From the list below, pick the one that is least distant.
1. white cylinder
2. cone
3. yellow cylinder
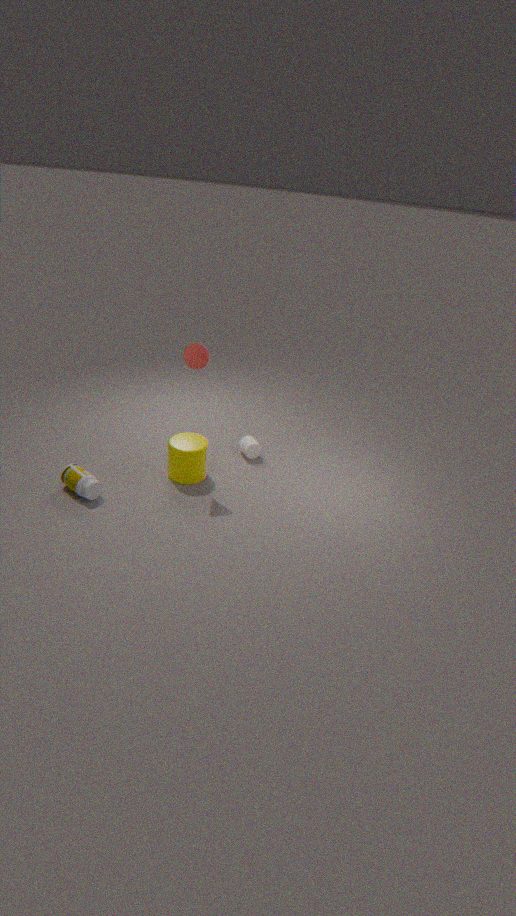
cone
